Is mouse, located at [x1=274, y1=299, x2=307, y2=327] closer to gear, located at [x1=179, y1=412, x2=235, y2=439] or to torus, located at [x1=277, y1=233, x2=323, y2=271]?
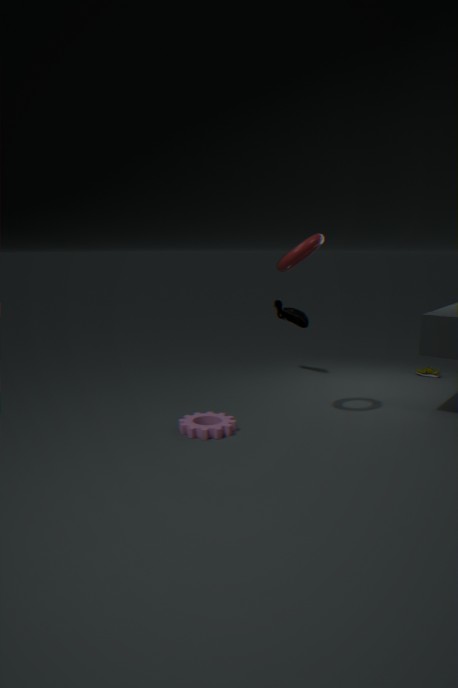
torus, located at [x1=277, y1=233, x2=323, y2=271]
